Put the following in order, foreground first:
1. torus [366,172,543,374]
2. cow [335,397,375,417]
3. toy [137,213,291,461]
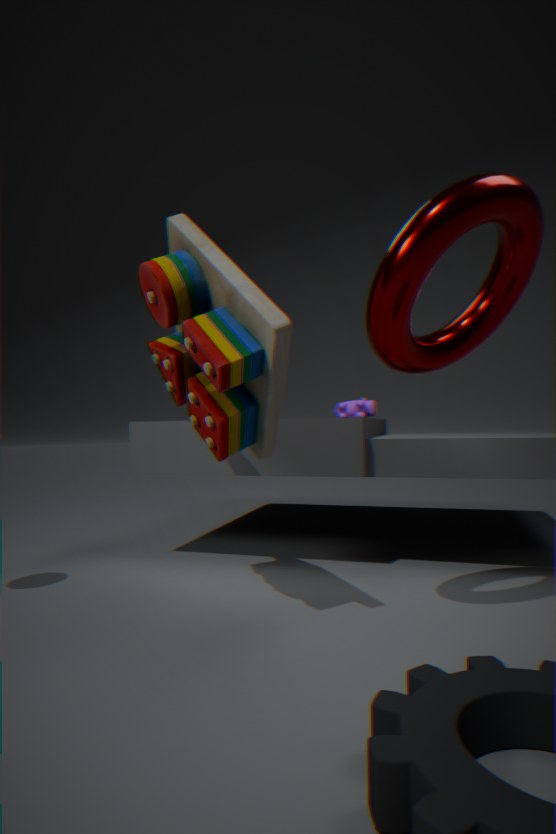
torus [366,172,543,374] → toy [137,213,291,461] → cow [335,397,375,417]
